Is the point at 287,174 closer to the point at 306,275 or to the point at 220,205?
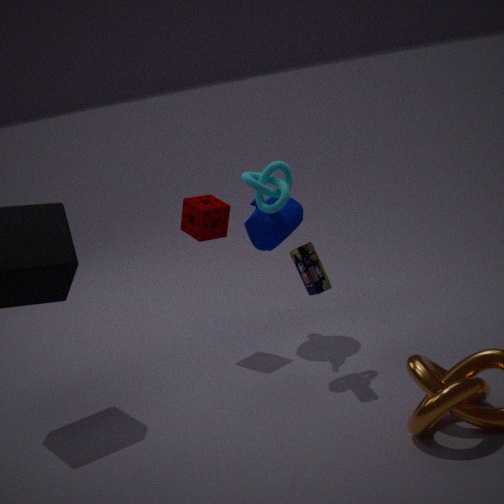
the point at 306,275
